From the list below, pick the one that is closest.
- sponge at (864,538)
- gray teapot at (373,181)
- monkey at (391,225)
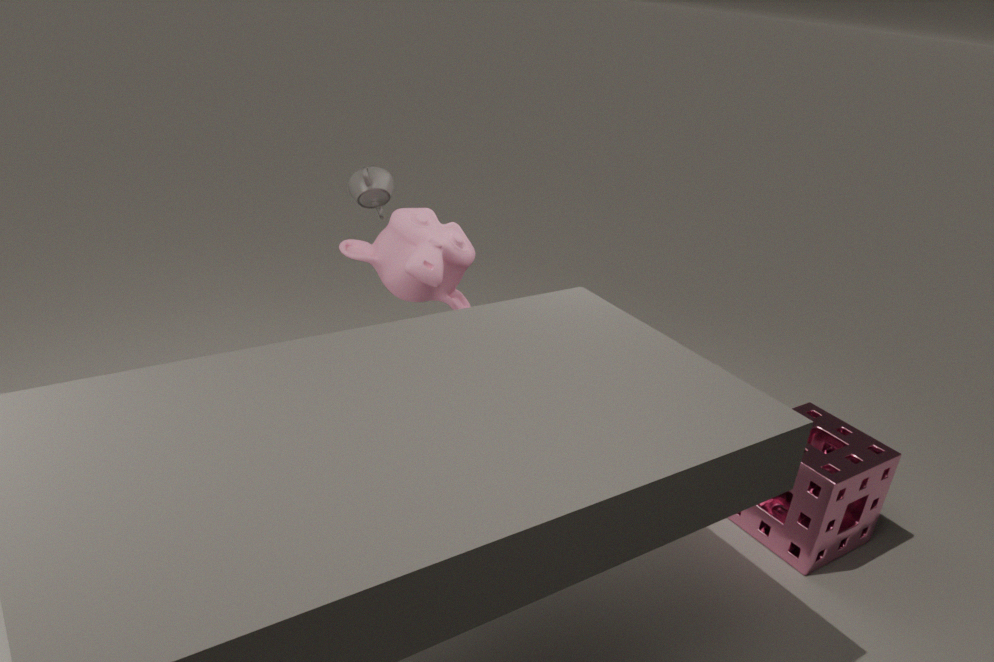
sponge at (864,538)
